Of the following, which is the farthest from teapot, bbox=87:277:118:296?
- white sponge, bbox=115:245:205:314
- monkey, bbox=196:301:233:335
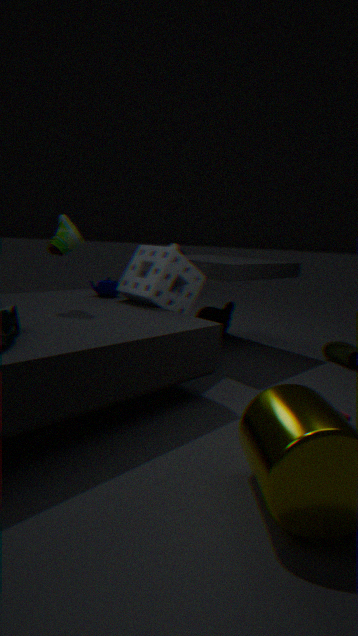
monkey, bbox=196:301:233:335
